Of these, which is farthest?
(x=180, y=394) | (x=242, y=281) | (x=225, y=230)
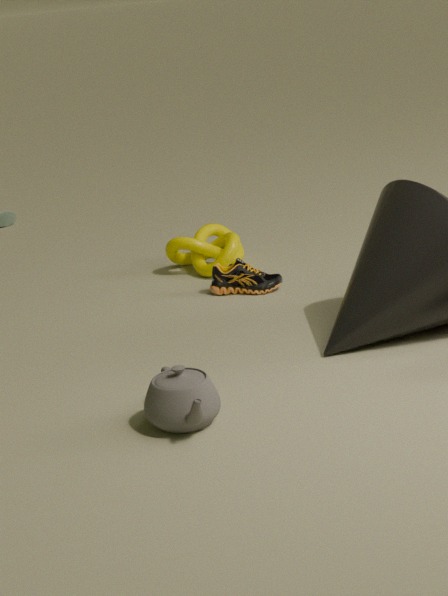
(x=225, y=230)
